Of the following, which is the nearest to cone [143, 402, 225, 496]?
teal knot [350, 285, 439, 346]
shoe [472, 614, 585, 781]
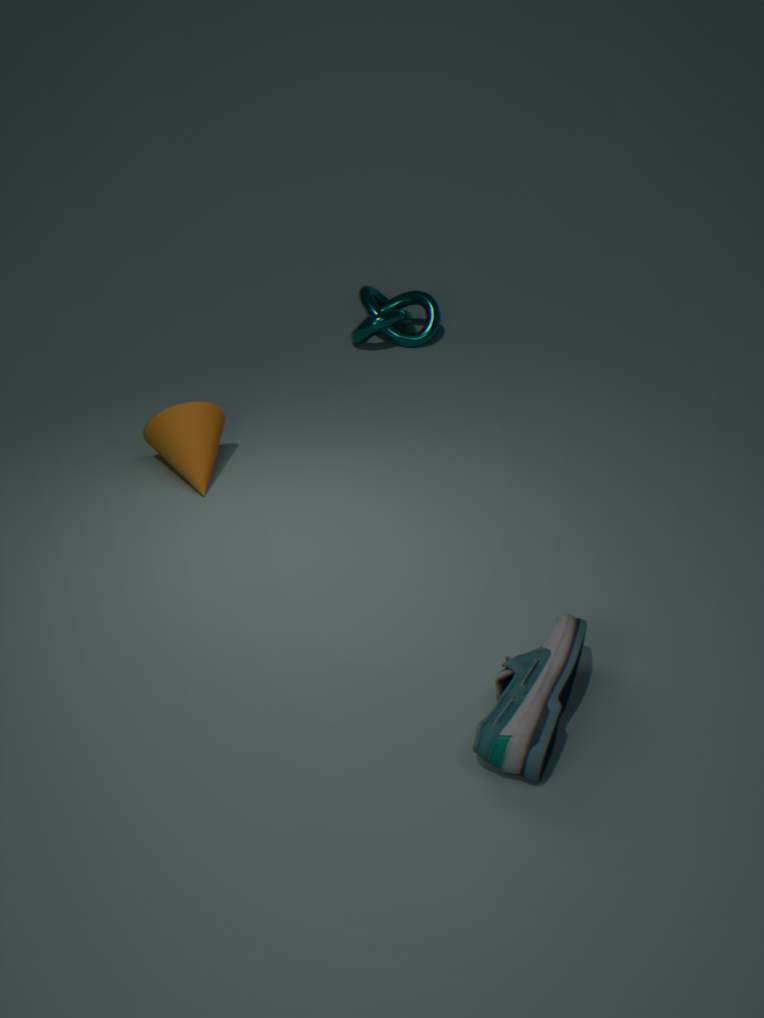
teal knot [350, 285, 439, 346]
